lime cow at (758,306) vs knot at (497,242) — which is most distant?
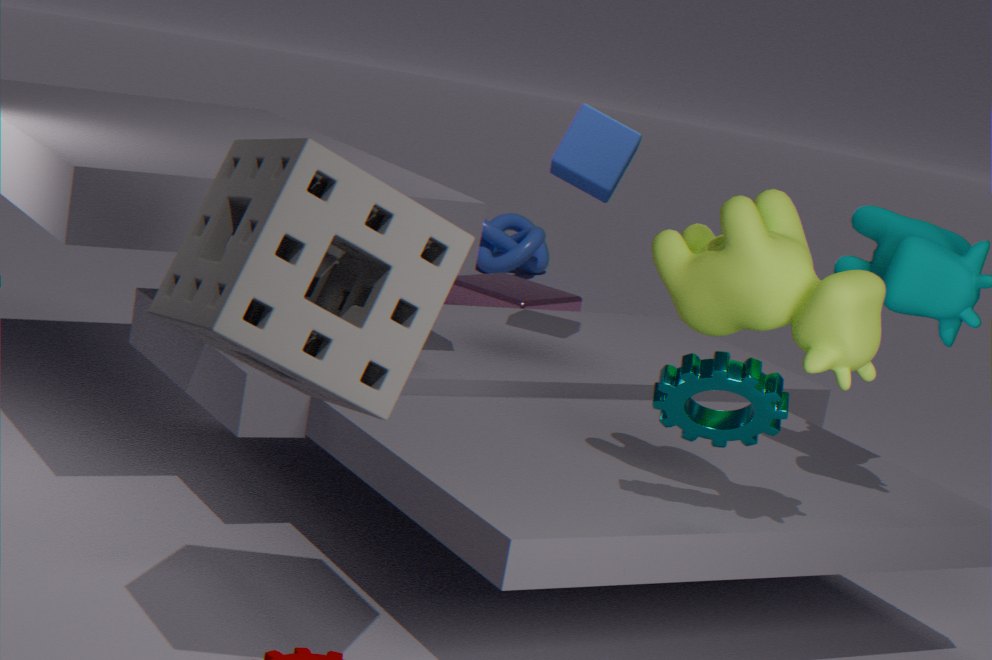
knot at (497,242)
